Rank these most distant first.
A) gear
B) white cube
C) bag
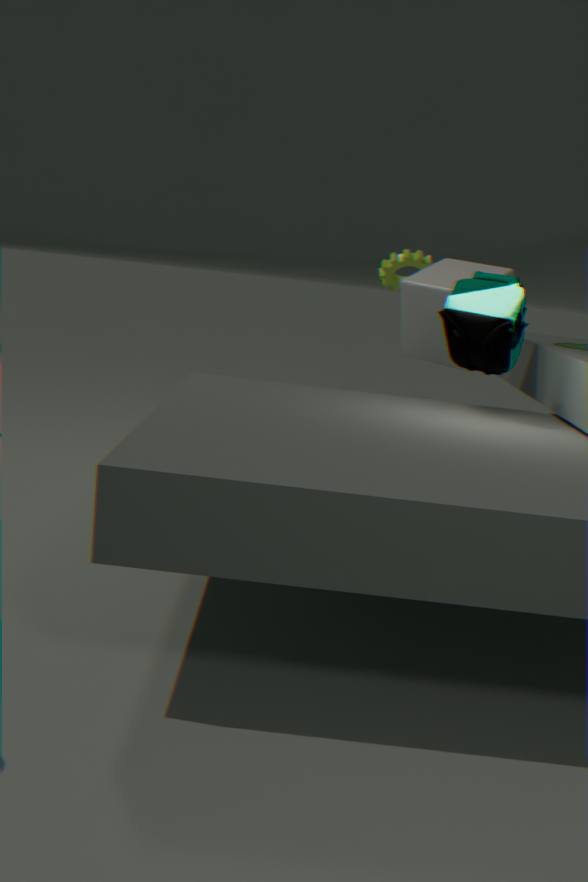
gear → white cube → bag
